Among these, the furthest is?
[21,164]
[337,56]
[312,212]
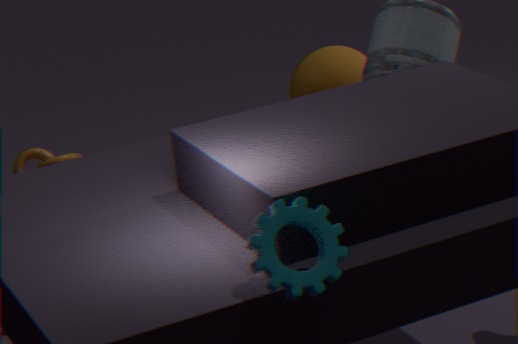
[337,56]
